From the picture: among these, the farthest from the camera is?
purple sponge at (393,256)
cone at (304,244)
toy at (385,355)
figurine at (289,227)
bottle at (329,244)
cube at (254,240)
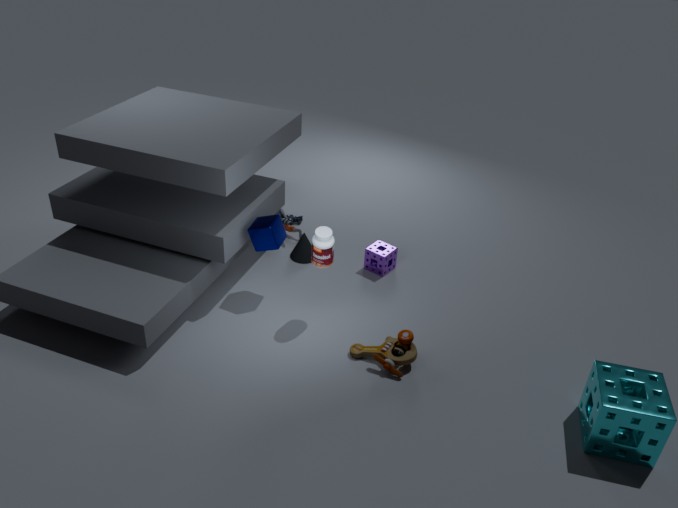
figurine at (289,227)
